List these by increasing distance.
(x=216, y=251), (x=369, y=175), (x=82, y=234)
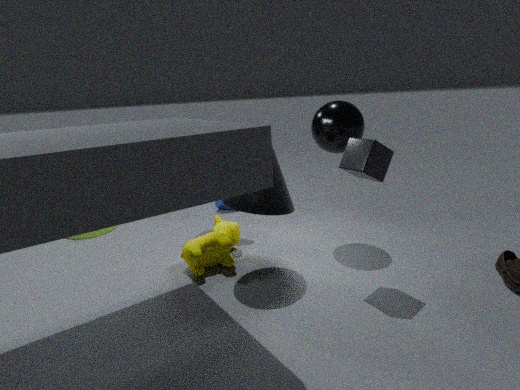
(x=369, y=175), (x=216, y=251), (x=82, y=234)
